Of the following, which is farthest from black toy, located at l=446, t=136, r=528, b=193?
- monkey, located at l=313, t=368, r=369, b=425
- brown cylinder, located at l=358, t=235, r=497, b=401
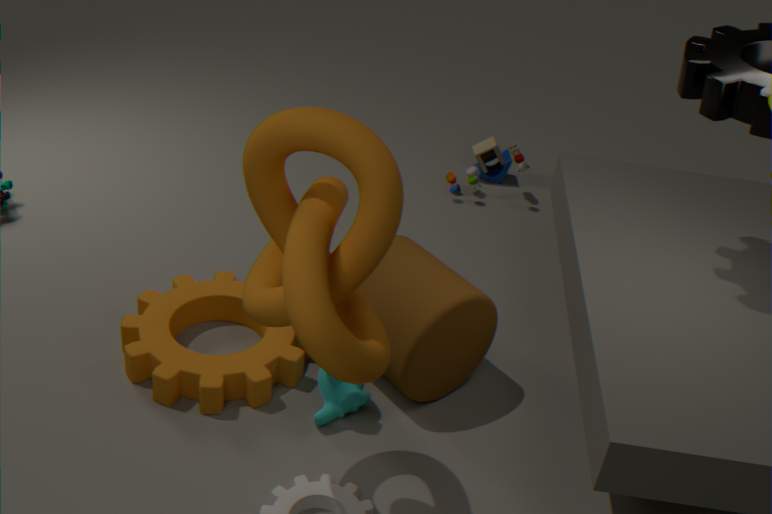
monkey, located at l=313, t=368, r=369, b=425
